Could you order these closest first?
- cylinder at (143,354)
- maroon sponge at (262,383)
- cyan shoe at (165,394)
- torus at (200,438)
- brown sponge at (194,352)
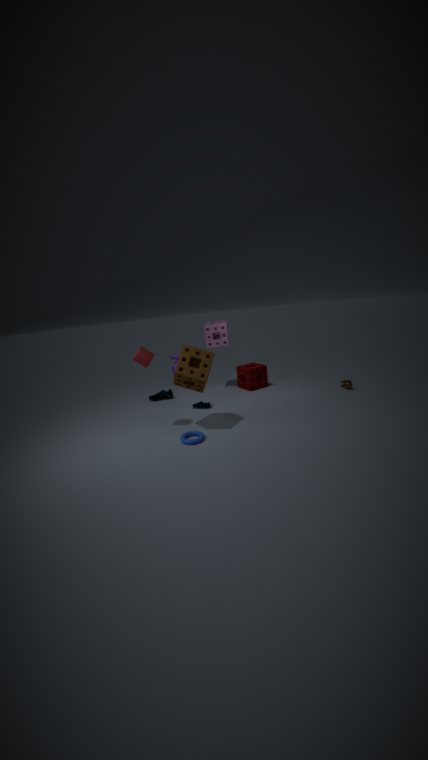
brown sponge at (194,352), torus at (200,438), cylinder at (143,354), cyan shoe at (165,394), maroon sponge at (262,383)
